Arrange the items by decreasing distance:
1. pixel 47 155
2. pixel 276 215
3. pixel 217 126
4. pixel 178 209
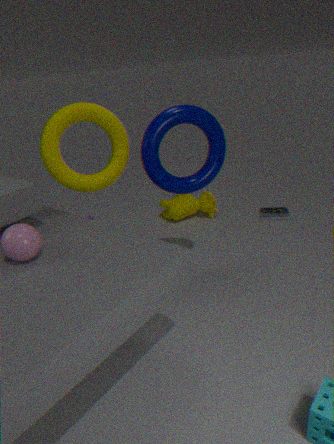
1. pixel 178 209
2. pixel 276 215
3. pixel 217 126
4. pixel 47 155
